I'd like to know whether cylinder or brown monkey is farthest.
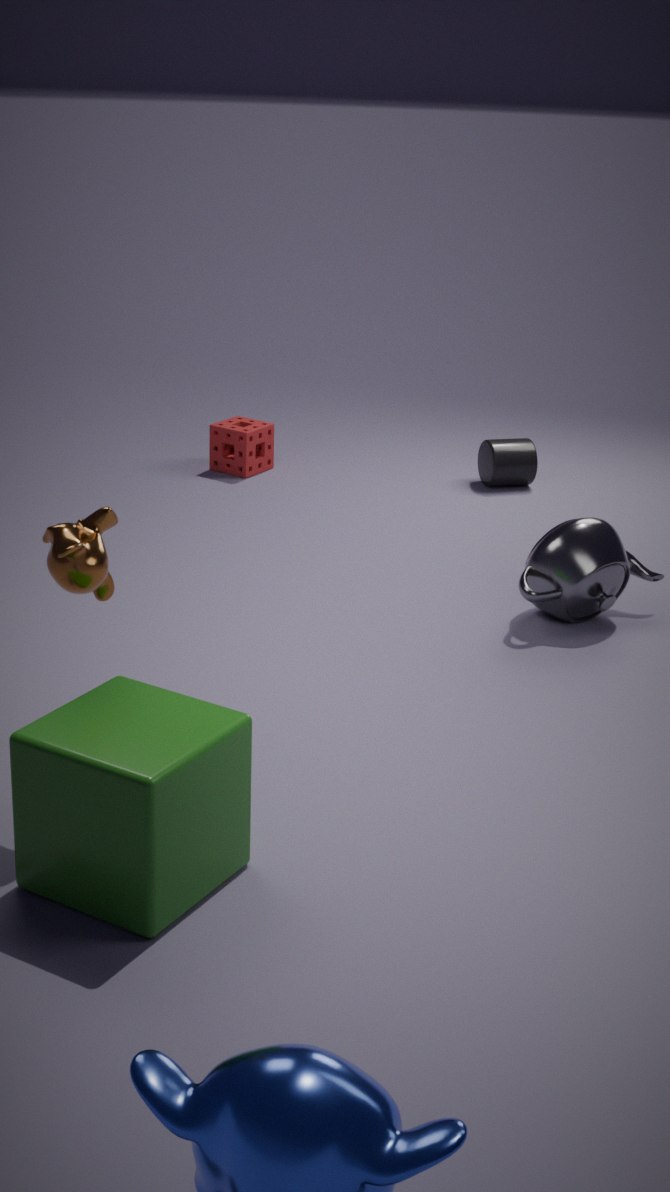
cylinder
